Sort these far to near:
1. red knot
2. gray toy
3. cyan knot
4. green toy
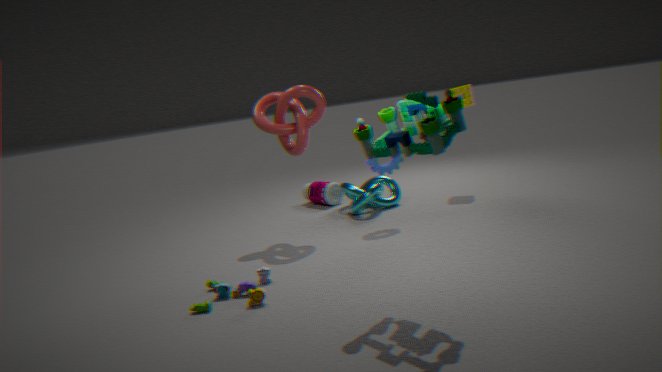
cyan knot
red knot
gray toy
green toy
